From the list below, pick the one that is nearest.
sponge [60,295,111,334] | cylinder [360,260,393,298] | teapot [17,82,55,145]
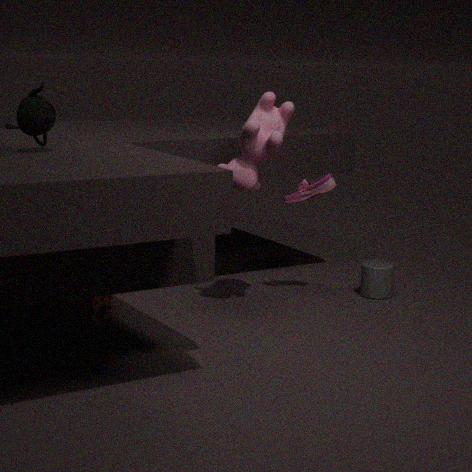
teapot [17,82,55,145]
